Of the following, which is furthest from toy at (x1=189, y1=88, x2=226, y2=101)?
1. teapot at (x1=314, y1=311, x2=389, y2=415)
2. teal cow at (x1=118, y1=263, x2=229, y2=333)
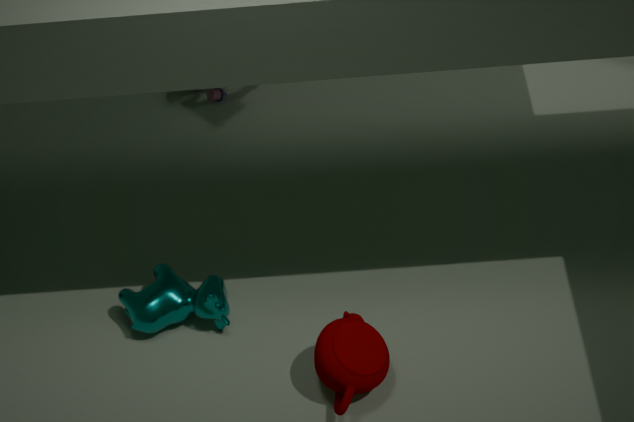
teapot at (x1=314, y1=311, x2=389, y2=415)
